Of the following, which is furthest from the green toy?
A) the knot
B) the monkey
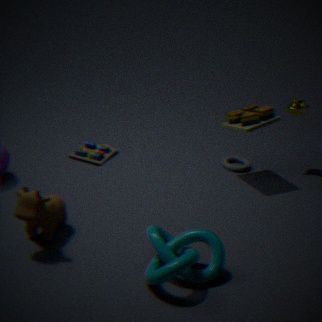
the monkey
